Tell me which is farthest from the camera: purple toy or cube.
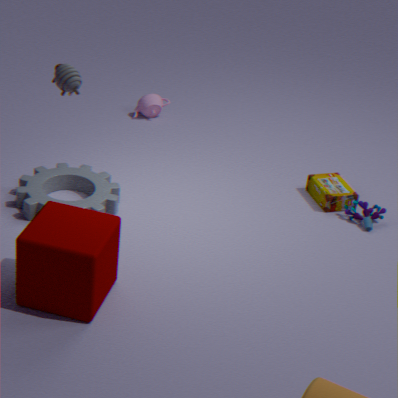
purple toy
